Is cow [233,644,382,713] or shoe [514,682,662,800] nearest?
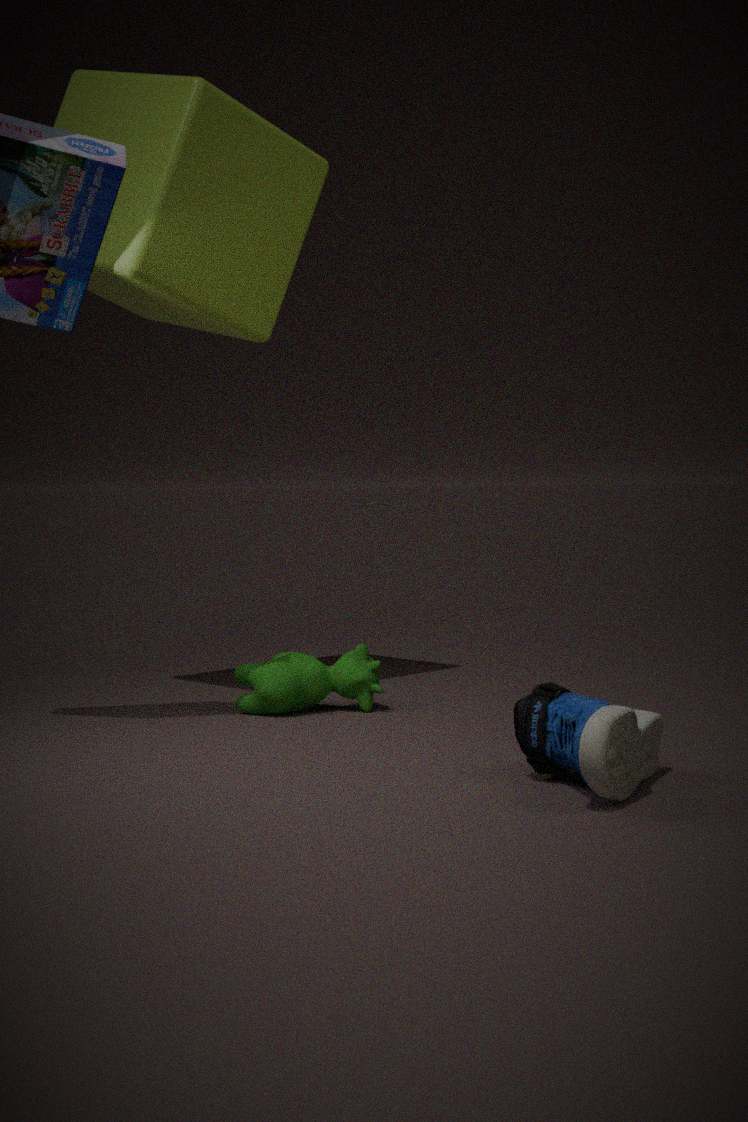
shoe [514,682,662,800]
